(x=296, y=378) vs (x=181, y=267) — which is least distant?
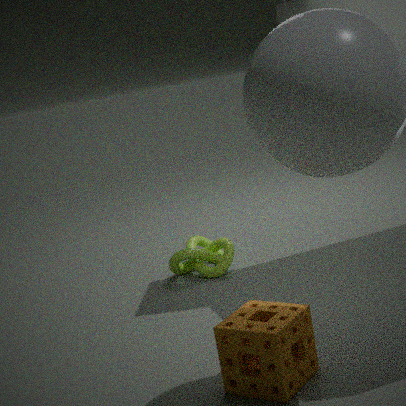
(x=296, y=378)
